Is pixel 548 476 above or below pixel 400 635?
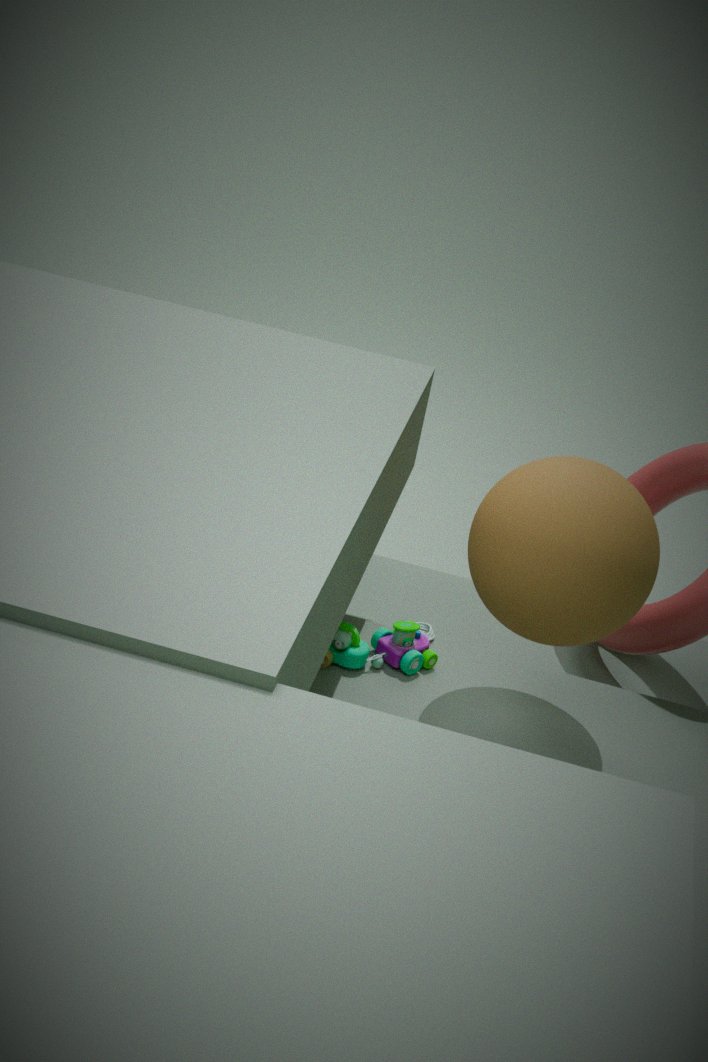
above
